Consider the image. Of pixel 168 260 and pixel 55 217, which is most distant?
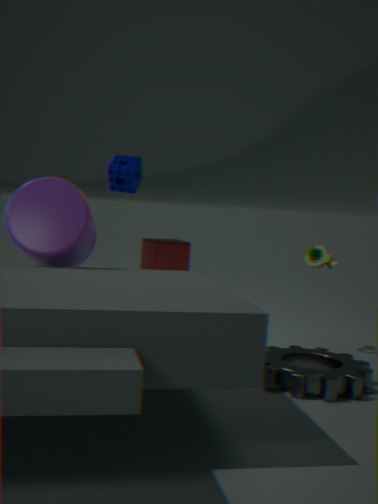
pixel 168 260
